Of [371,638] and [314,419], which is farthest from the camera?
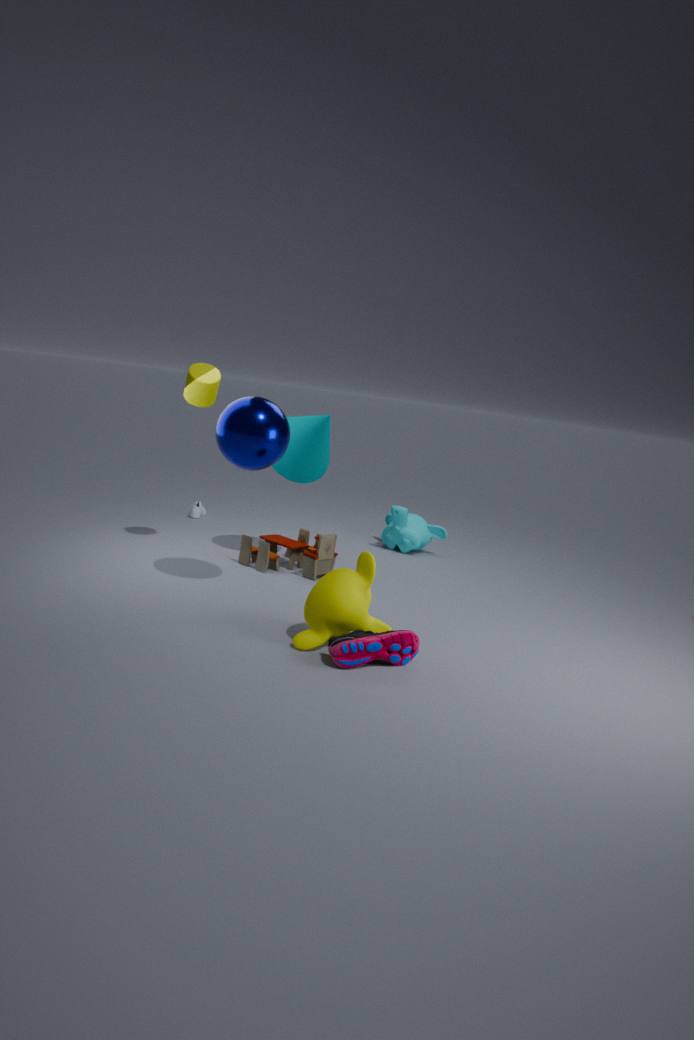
[314,419]
